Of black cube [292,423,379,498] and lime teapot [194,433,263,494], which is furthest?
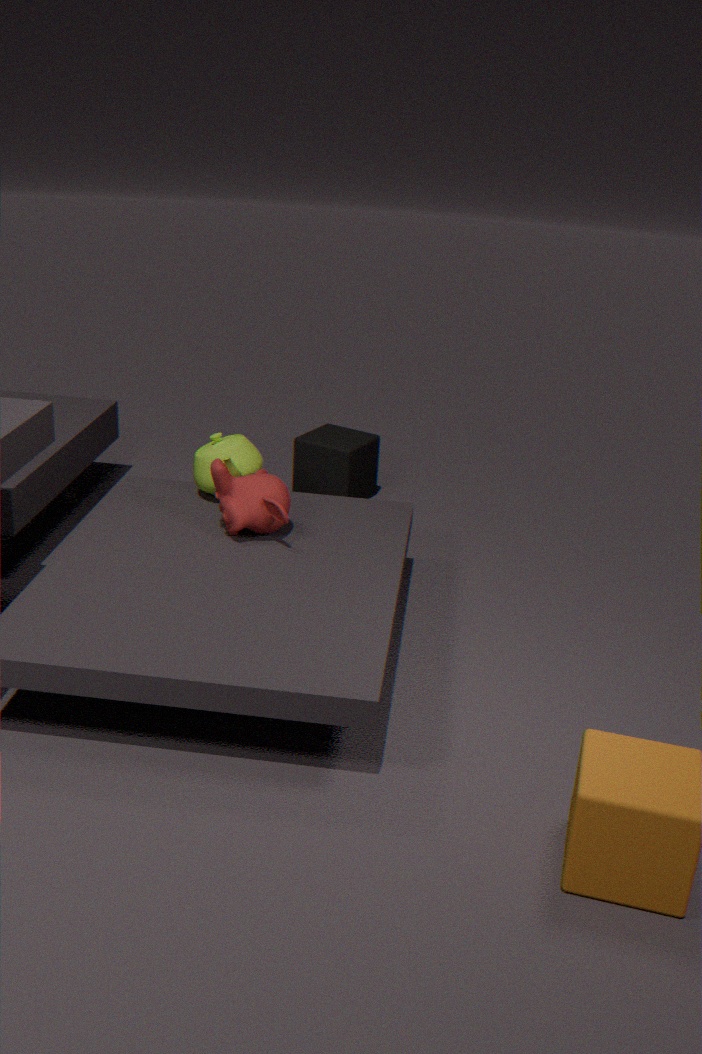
black cube [292,423,379,498]
